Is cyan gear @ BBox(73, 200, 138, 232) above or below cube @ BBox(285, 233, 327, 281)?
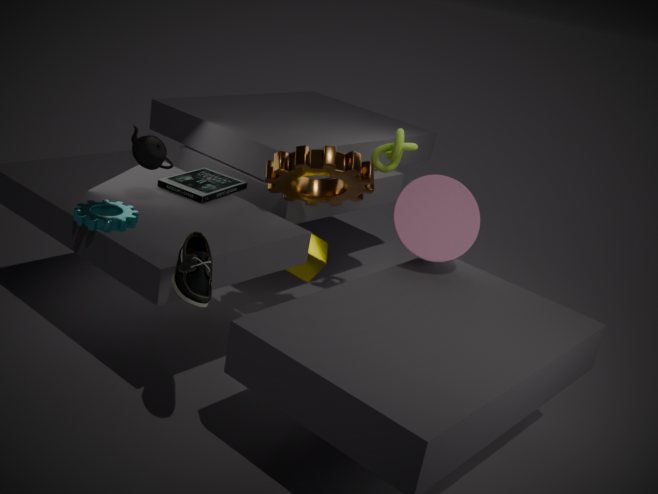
above
